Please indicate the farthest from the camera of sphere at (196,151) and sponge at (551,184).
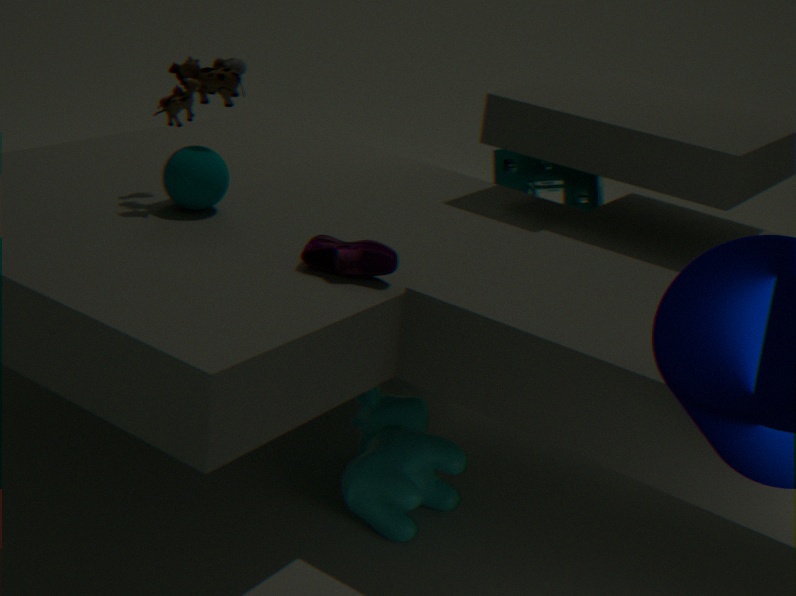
sponge at (551,184)
